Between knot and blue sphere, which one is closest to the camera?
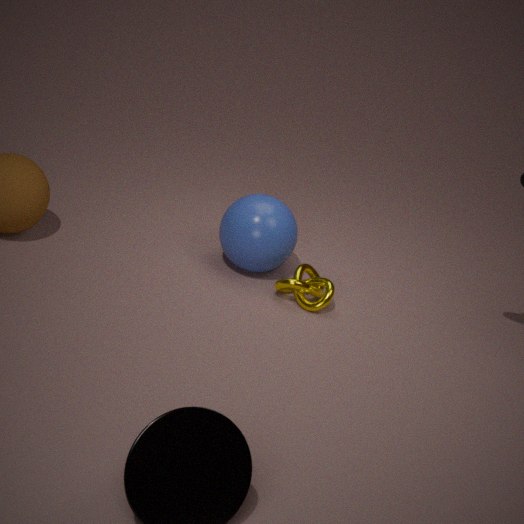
knot
